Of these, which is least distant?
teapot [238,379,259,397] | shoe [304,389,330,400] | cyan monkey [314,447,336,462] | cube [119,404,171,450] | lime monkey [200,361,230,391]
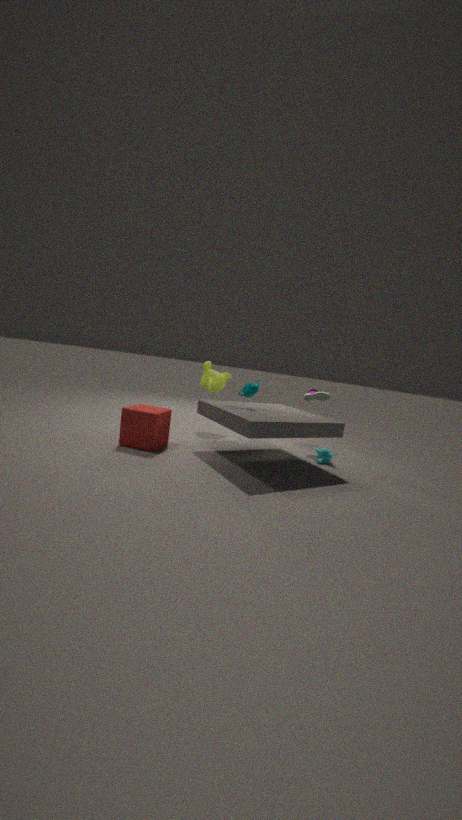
cube [119,404,171,450]
